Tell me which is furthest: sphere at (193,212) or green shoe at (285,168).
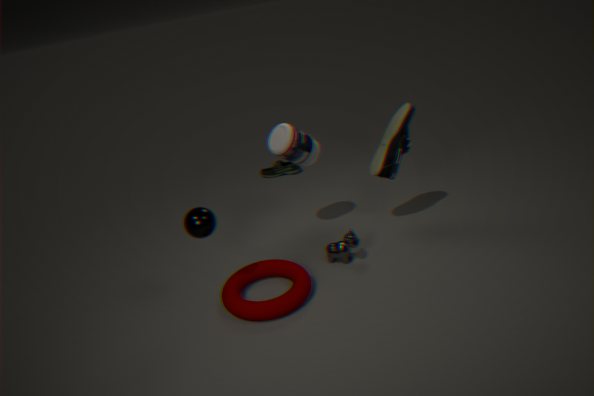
green shoe at (285,168)
